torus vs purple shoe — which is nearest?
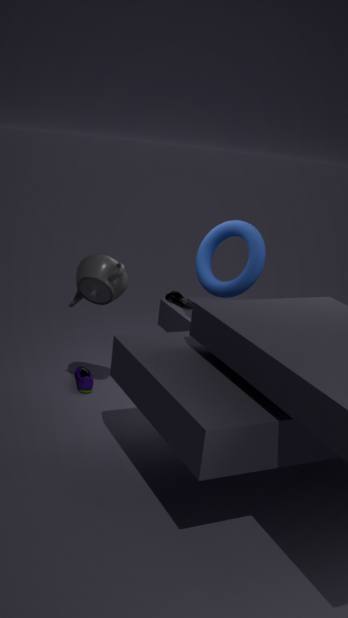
torus
